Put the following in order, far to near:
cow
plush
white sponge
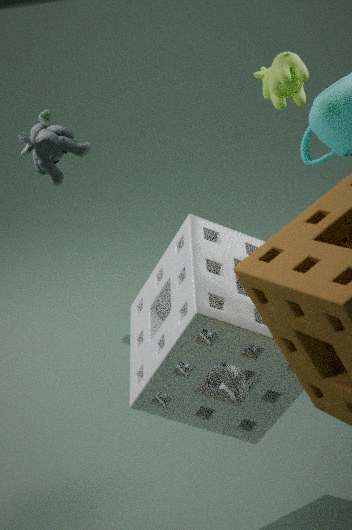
plush < cow < white sponge
